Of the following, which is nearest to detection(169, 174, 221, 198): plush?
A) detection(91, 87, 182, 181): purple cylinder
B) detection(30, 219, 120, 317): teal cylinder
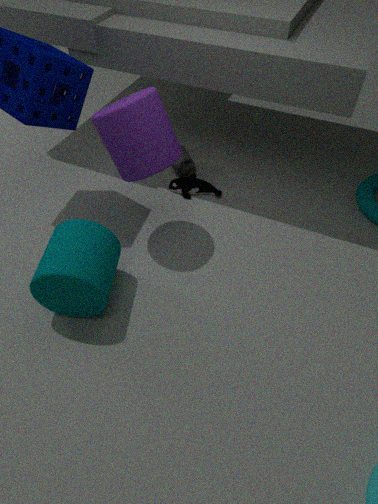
detection(91, 87, 182, 181): purple cylinder
